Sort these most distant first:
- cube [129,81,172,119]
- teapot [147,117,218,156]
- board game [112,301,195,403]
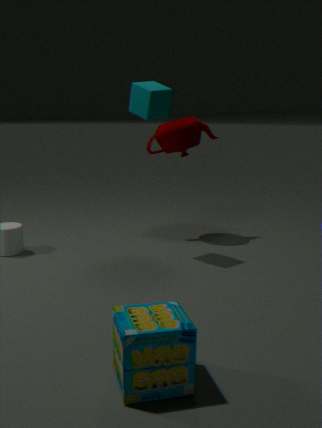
teapot [147,117,218,156] → cube [129,81,172,119] → board game [112,301,195,403]
